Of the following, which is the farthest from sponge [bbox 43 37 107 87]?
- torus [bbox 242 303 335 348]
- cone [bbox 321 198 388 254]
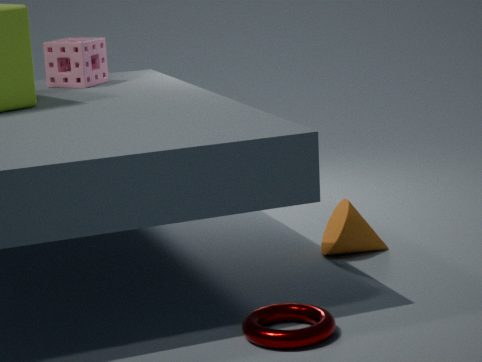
torus [bbox 242 303 335 348]
